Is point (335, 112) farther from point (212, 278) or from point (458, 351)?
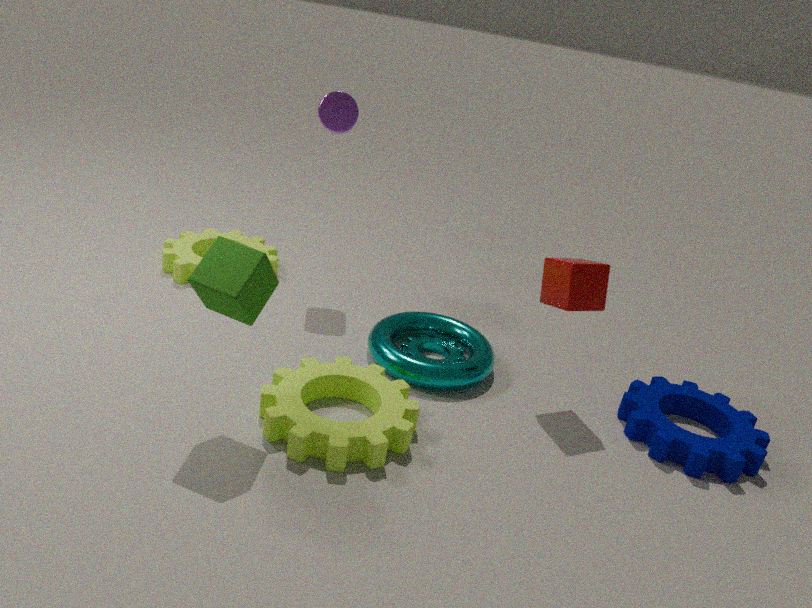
point (212, 278)
